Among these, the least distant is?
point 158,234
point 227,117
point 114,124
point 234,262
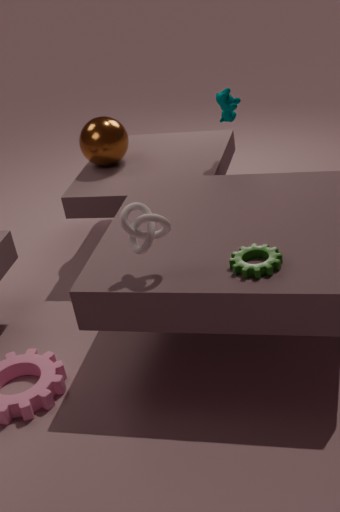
point 234,262
